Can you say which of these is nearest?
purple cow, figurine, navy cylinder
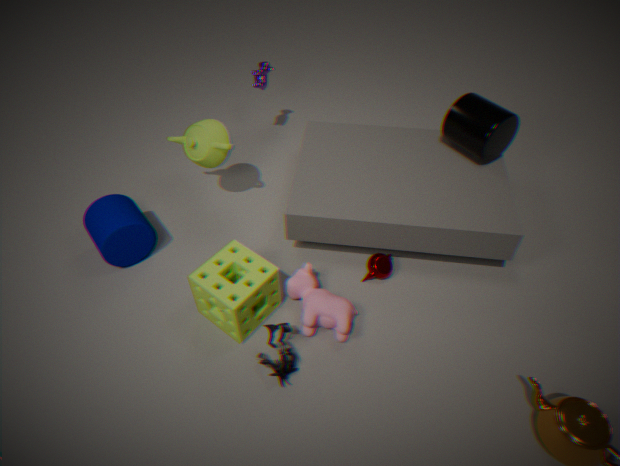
figurine
